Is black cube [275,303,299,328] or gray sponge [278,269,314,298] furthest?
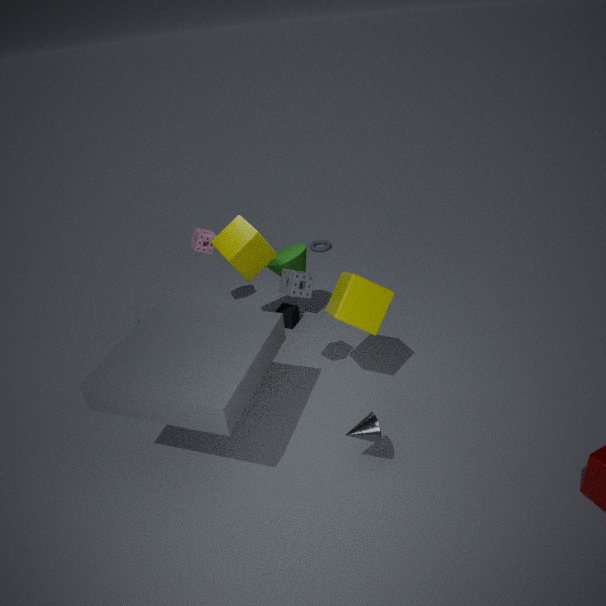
black cube [275,303,299,328]
